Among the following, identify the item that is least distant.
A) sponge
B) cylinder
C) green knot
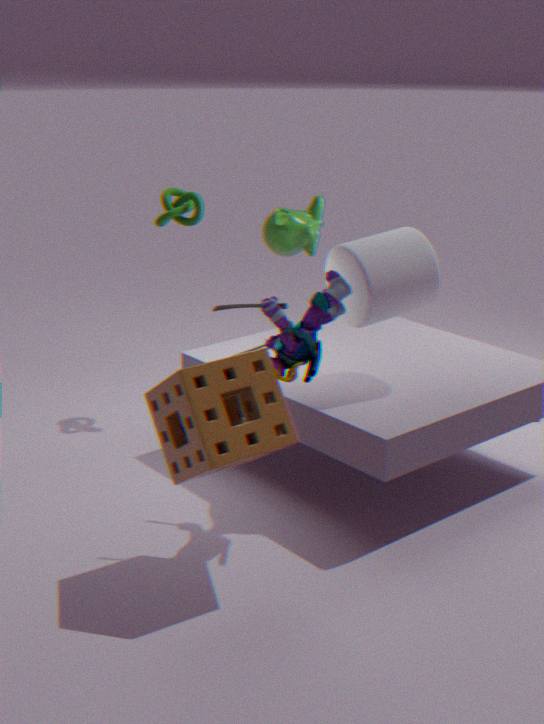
sponge
